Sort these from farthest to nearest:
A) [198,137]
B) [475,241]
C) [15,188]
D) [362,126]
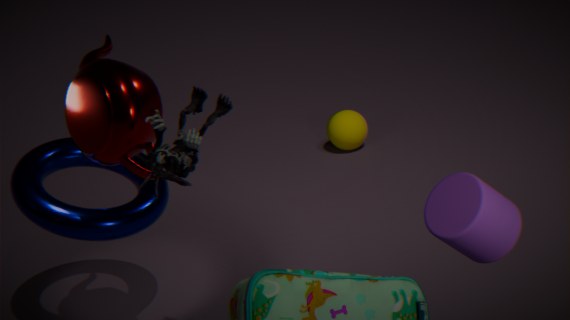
[362,126], [15,188], [198,137], [475,241]
